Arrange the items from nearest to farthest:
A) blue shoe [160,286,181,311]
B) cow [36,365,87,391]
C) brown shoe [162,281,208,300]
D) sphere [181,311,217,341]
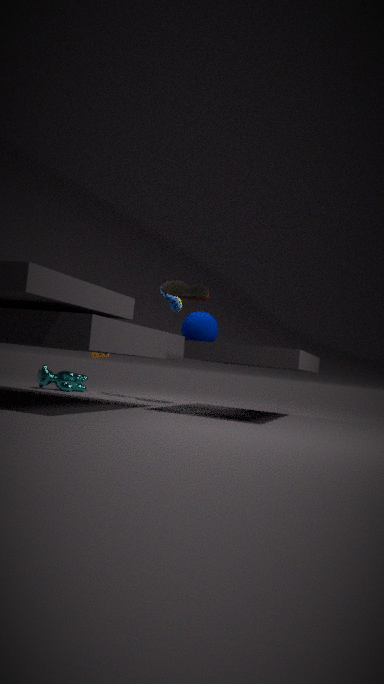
sphere [181,311,217,341] < brown shoe [162,281,208,300] < cow [36,365,87,391] < blue shoe [160,286,181,311]
